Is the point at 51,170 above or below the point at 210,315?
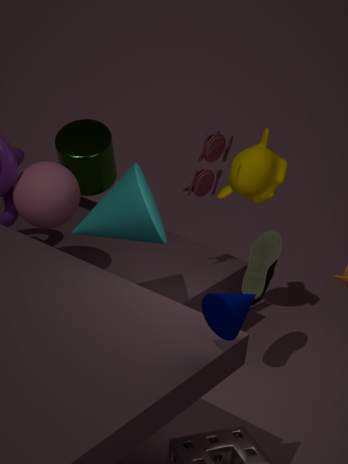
below
